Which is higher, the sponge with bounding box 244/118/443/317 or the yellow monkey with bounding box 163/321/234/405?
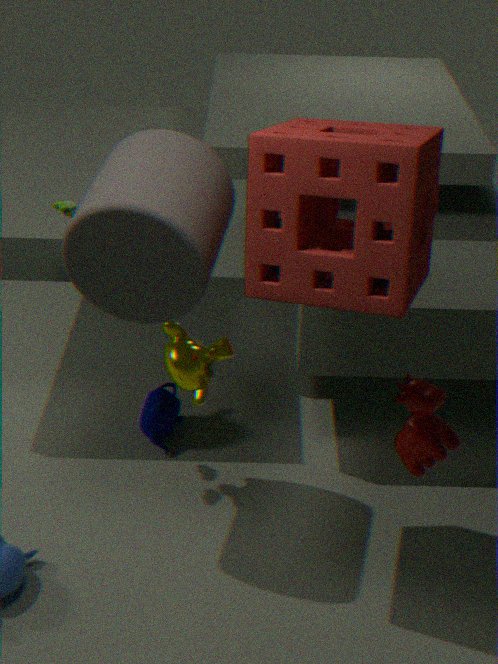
the sponge with bounding box 244/118/443/317
